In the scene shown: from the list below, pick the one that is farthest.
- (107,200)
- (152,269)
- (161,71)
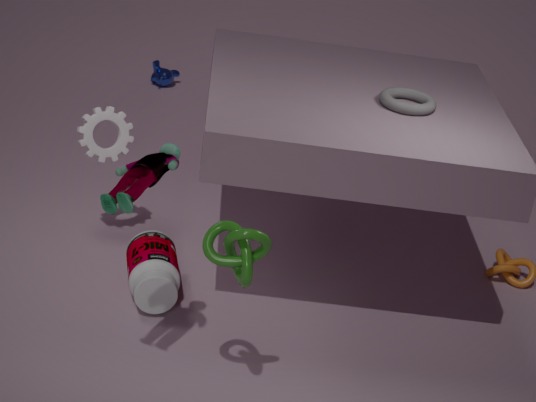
(161,71)
